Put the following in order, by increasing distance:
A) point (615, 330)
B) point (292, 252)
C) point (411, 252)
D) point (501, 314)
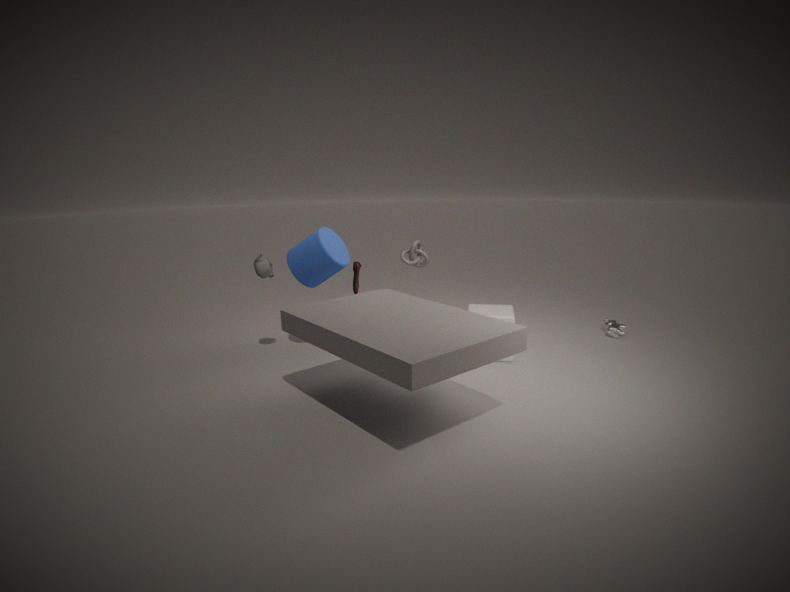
point (501, 314) → point (292, 252) → point (615, 330) → point (411, 252)
